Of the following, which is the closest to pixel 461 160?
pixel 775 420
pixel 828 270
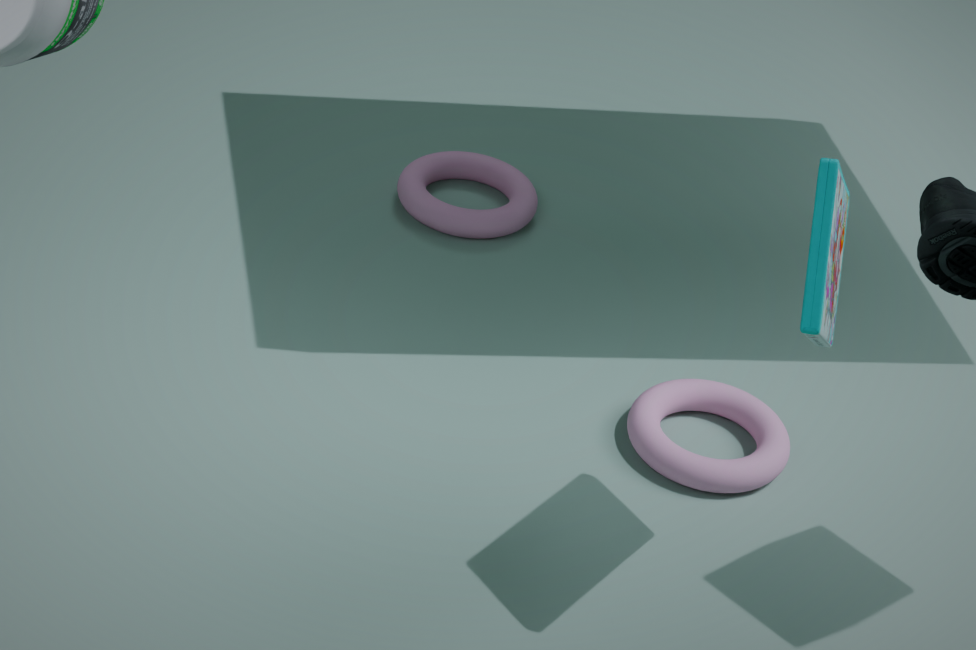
pixel 775 420
